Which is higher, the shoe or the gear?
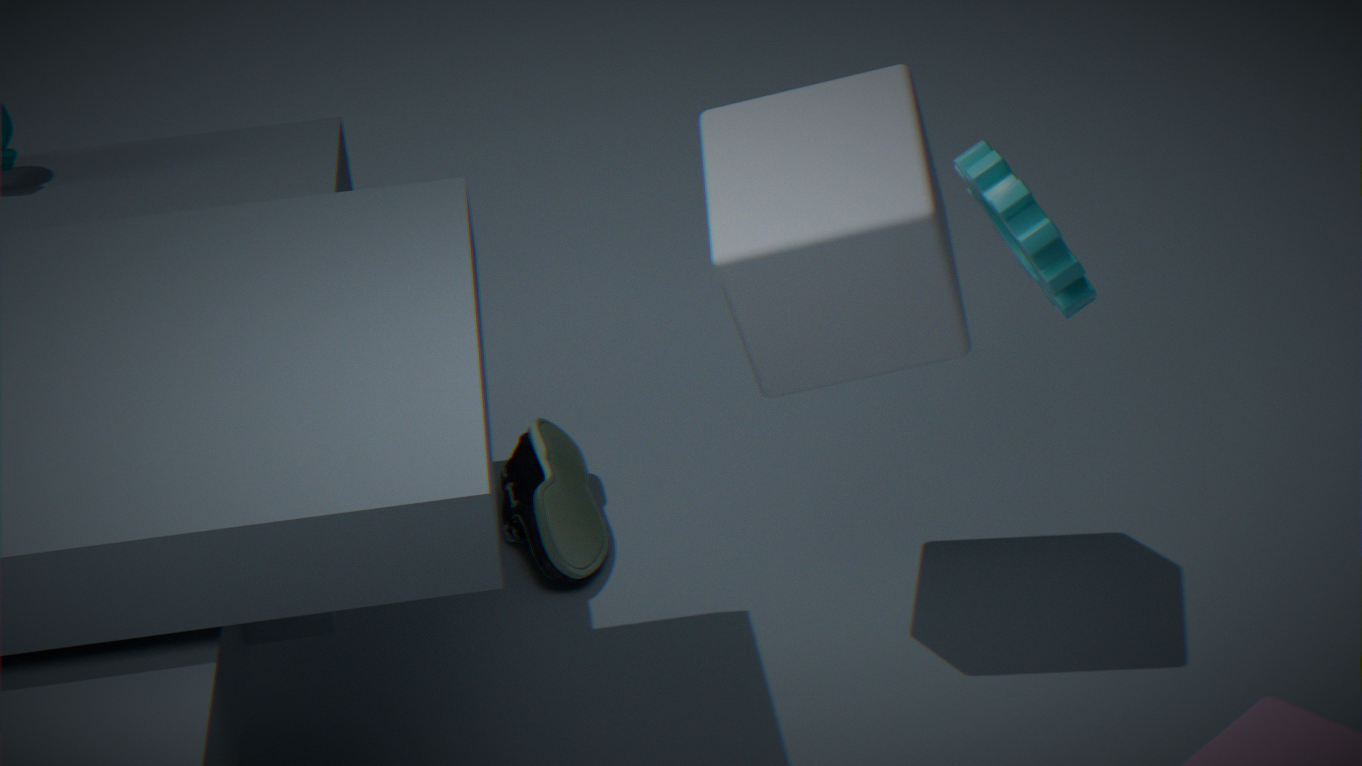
the gear
